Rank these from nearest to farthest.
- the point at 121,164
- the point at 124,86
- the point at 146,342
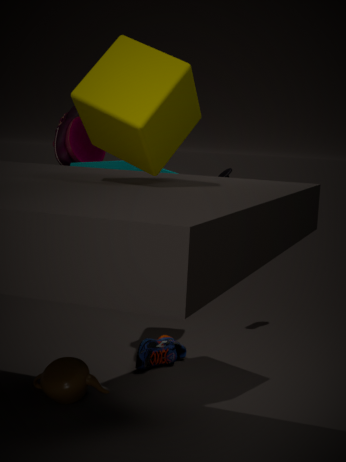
the point at 124,86 < the point at 121,164 < the point at 146,342
